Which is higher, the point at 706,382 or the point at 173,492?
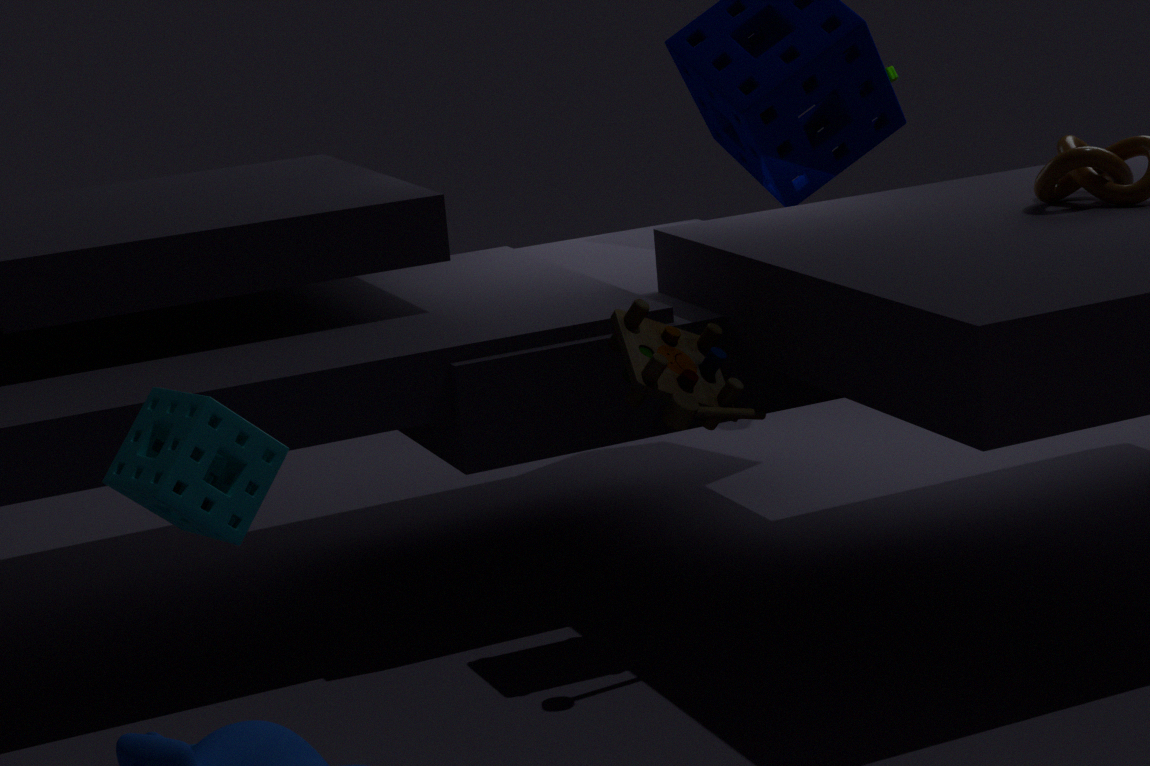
the point at 173,492
